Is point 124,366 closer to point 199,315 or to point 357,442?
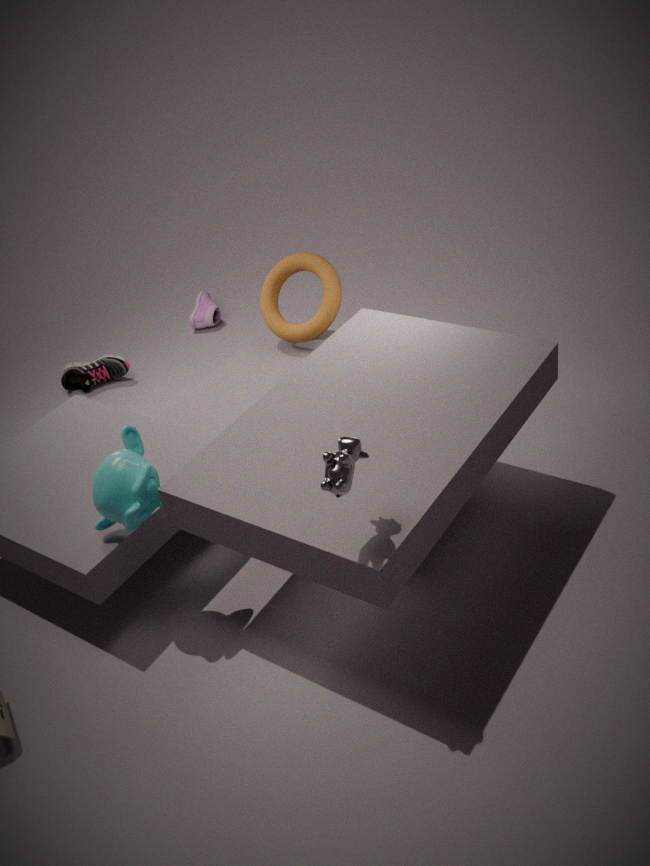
point 199,315
